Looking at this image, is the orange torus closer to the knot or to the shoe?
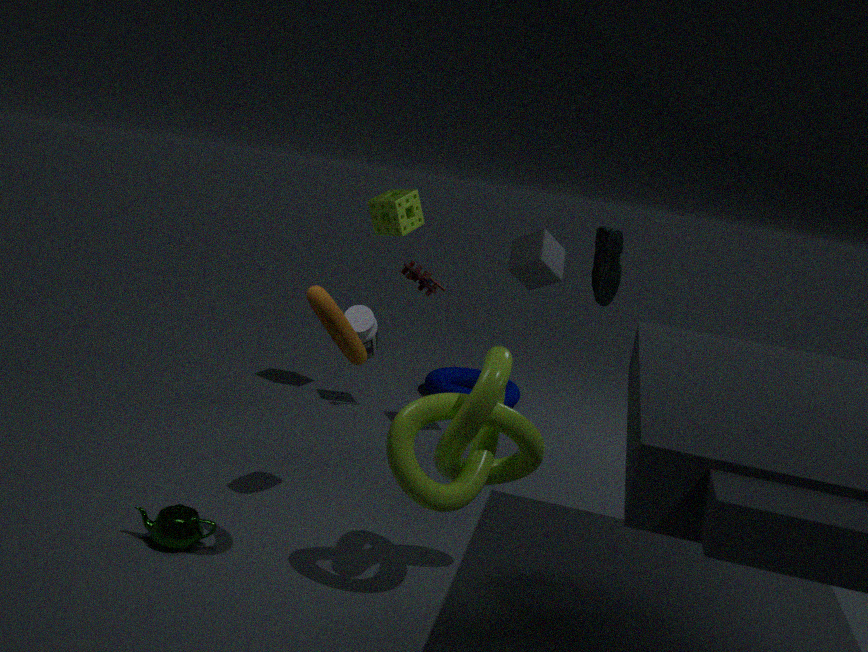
the knot
